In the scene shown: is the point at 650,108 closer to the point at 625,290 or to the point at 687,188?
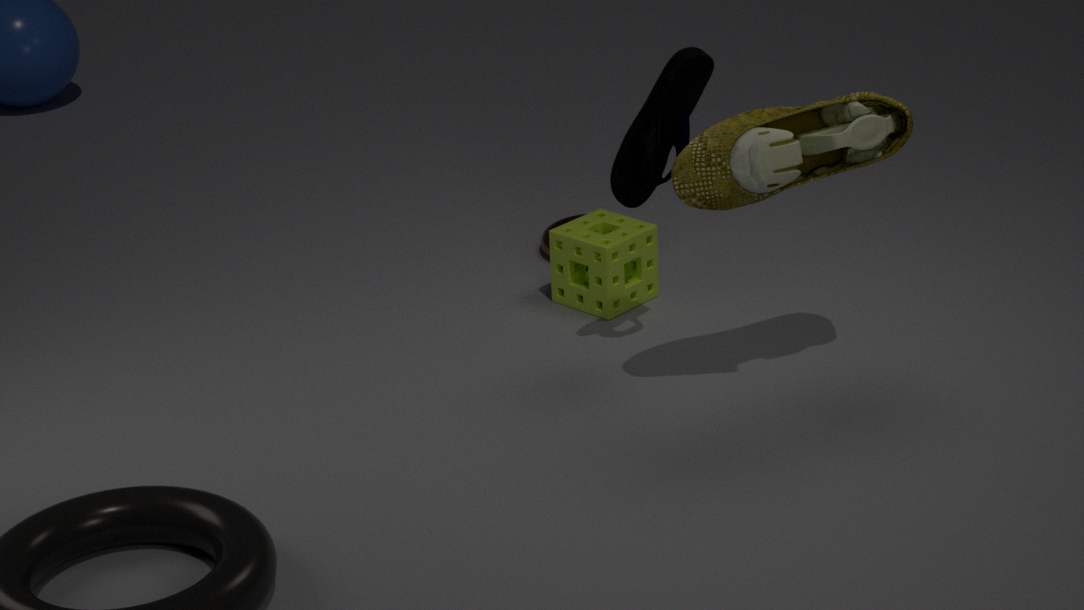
the point at 687,188
